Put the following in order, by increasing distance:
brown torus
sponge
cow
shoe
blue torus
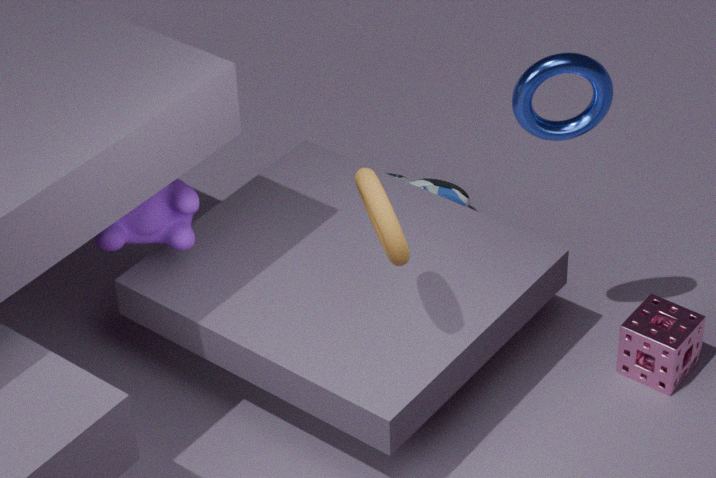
1. brown torus
2. blue torus
3. cow
4. sponge
5. shoe
